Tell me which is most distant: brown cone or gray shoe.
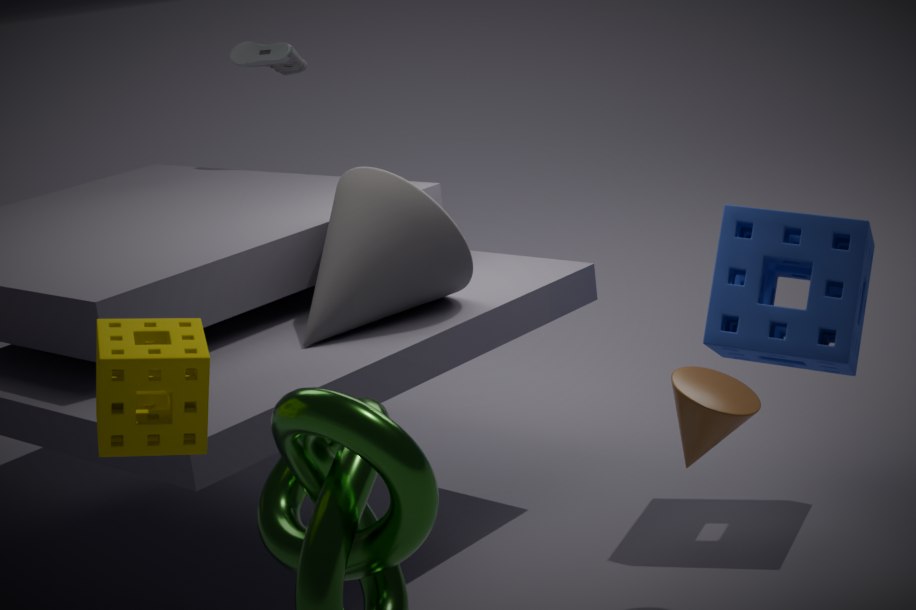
gray shoe
